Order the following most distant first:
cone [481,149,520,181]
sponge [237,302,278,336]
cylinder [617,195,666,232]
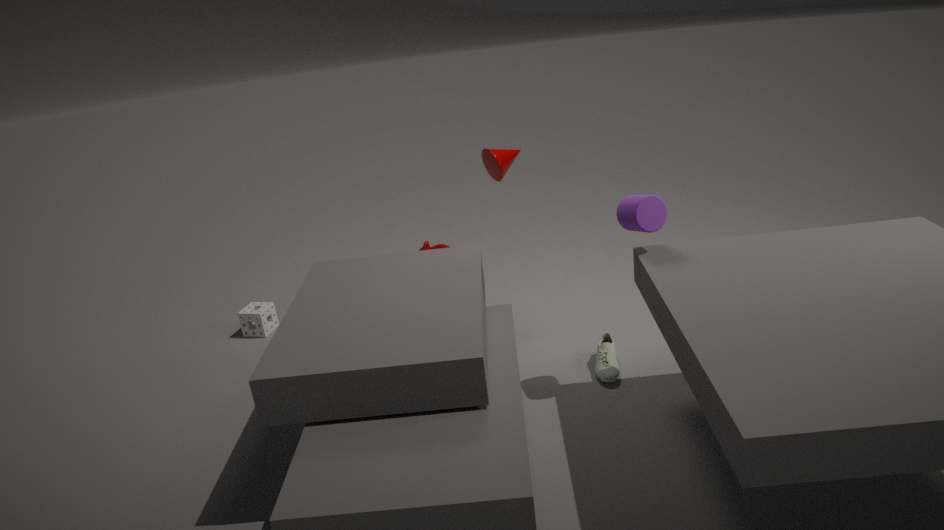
sponge [237,302,278,336] → cone [481,149,520,181] → cylinder [617,195,666,232]
